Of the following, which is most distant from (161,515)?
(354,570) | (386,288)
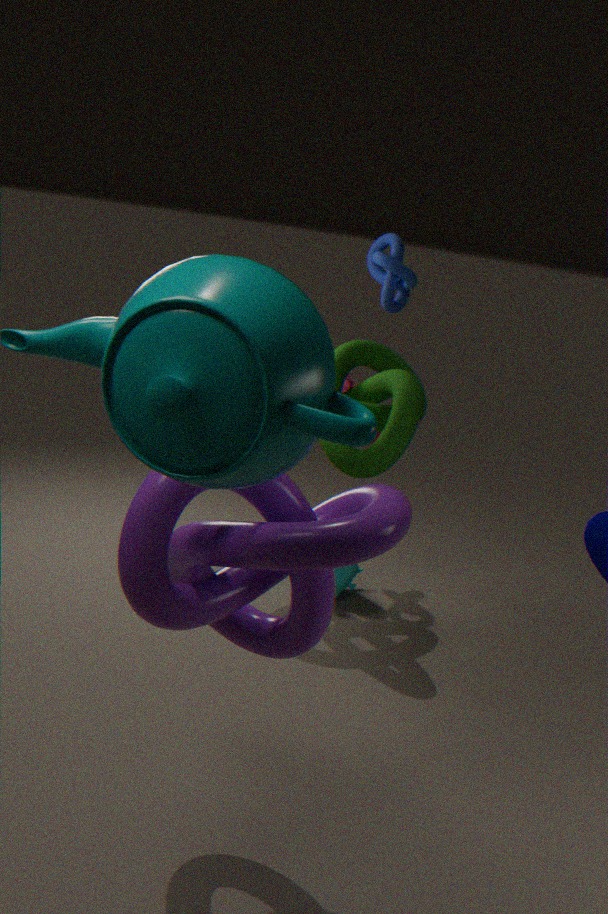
(386,288)
